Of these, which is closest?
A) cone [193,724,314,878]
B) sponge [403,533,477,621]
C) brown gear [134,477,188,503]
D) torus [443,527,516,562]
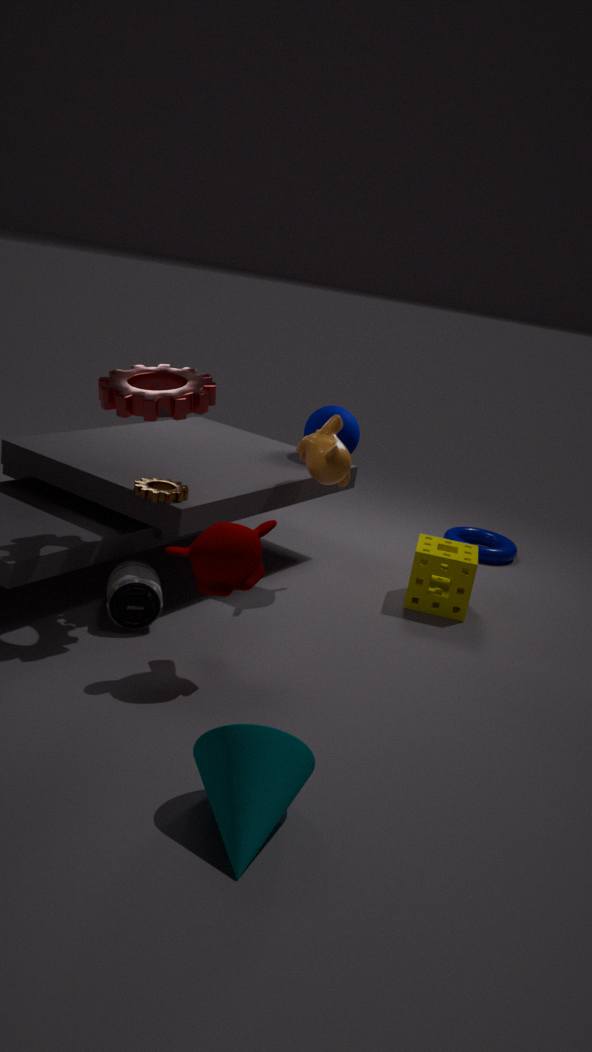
cone [193,724,314,878]
